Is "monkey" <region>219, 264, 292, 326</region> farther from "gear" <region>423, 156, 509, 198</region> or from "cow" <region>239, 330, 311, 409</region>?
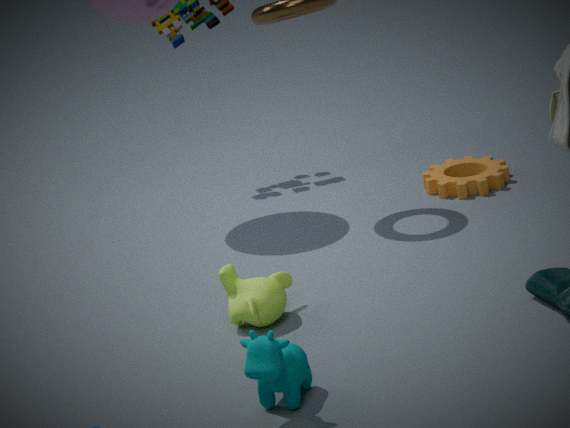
"gear" <region>423, 156, 509, 198</region>
